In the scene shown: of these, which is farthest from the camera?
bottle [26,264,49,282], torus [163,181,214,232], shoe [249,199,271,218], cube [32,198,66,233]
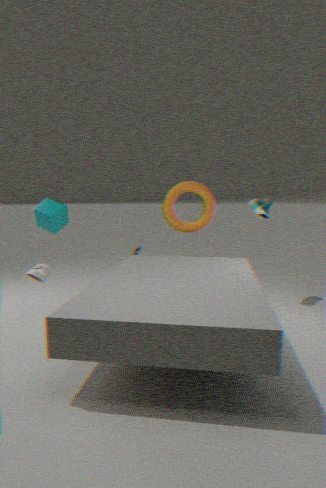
torus [163,181,214,232]
